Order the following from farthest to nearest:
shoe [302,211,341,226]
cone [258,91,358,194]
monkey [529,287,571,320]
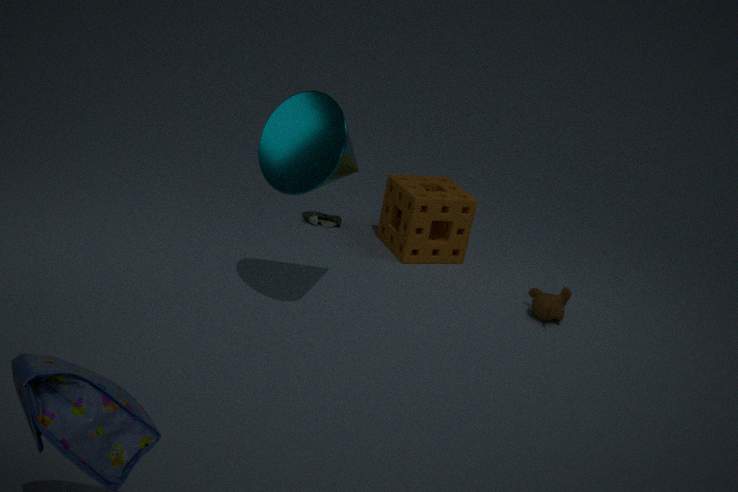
shoe [302,211,341,226]
monkey [529,287,571,320]
cone [258,91,358,194]
